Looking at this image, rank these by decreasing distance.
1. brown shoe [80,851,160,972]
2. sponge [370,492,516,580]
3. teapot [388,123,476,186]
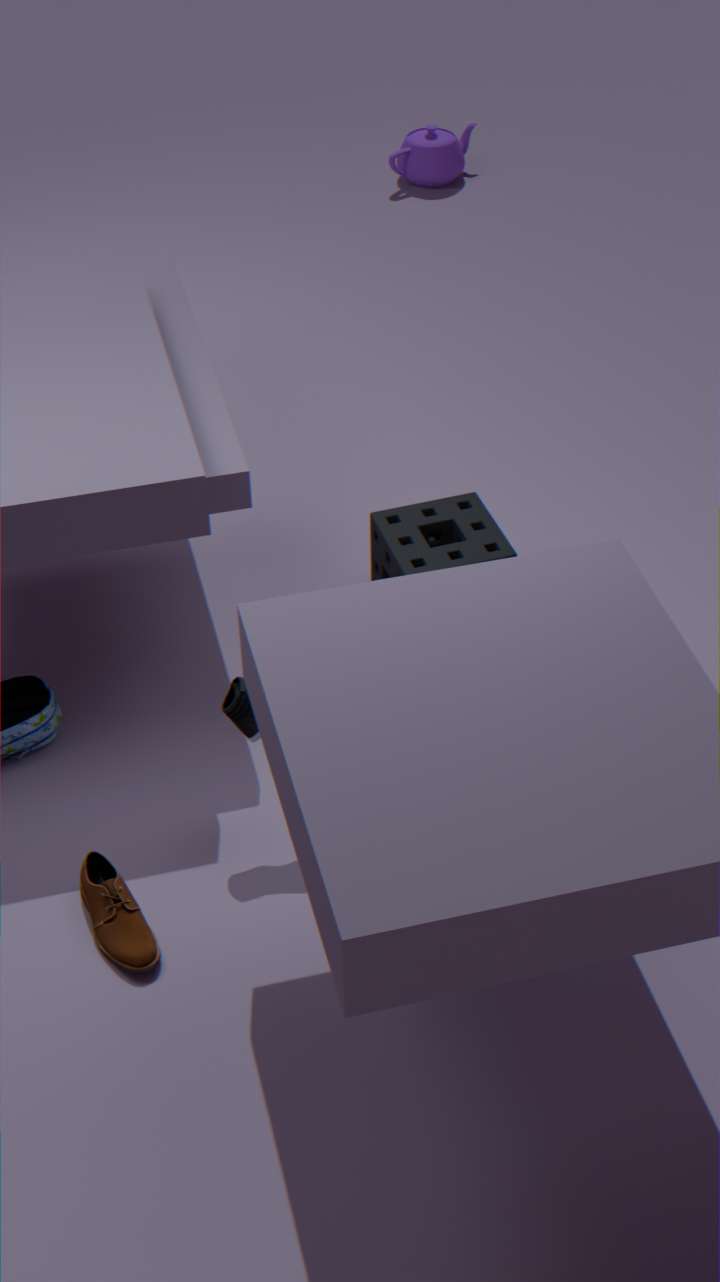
teapot [388,123,476,186]
sponge [370,492,516,580]
brown shoe [80,851,160,972]
